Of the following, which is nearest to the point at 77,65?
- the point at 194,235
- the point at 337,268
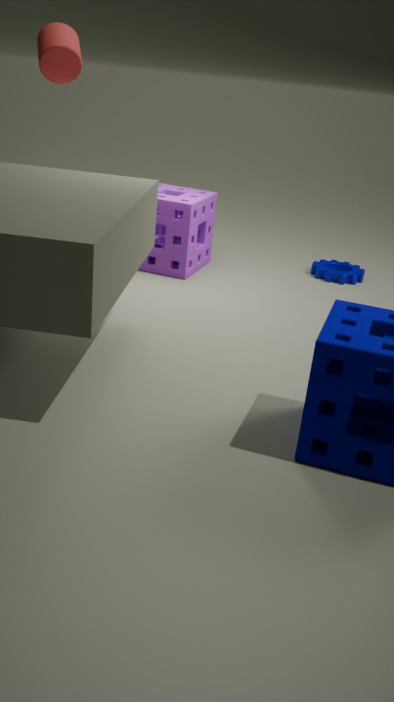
the point at 194,235
